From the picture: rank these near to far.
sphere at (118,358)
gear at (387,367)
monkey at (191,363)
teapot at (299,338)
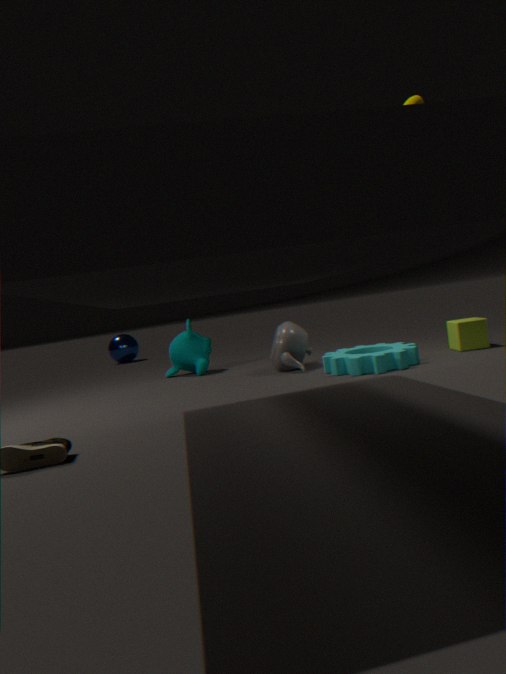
gear at (387,367) → teapot at (299,338) → monkey at (191,363) → sphere at (118,358)
